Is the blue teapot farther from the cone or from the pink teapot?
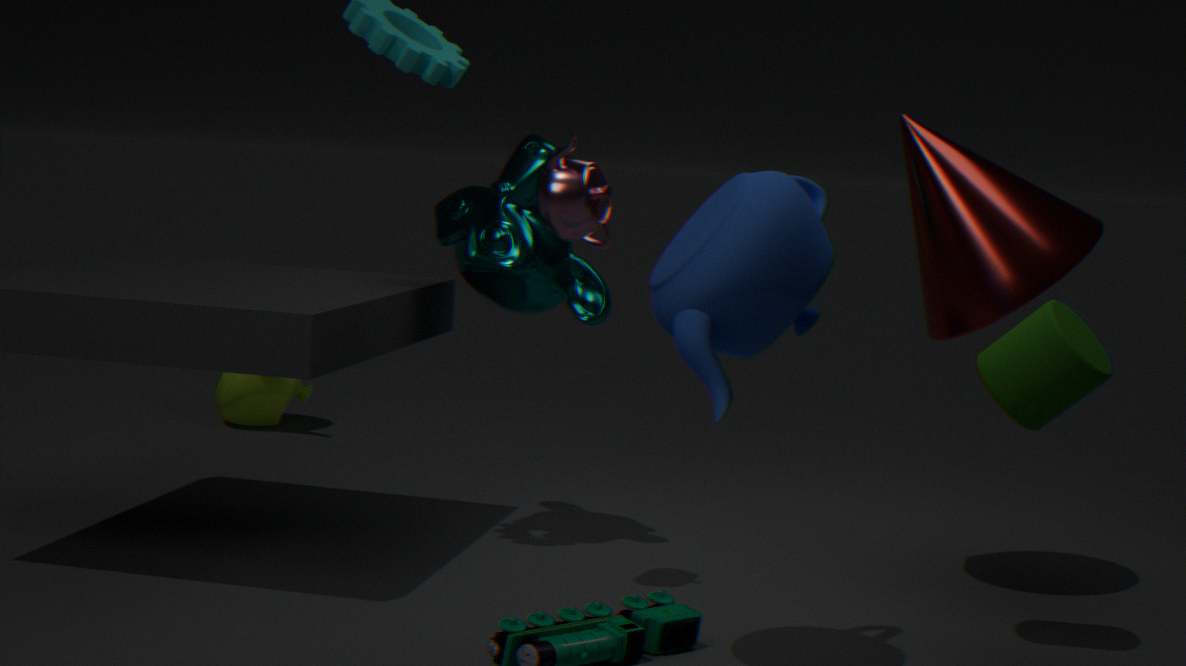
the cone
